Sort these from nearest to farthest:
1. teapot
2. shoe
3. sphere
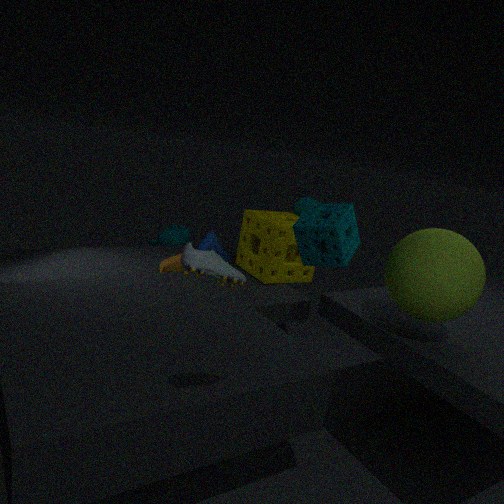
shoe
sphere
teapot
